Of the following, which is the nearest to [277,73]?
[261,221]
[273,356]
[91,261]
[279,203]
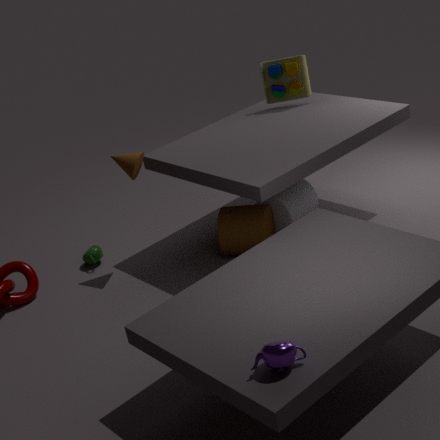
[279,203]
